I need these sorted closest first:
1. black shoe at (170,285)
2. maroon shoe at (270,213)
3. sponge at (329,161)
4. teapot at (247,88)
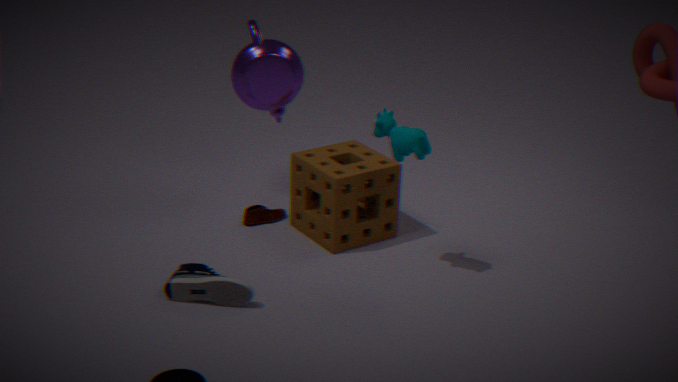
black shoe at (170,285)
sponge at (329,161)
teapot at (247,88)
maroon shoe at (270,213)
